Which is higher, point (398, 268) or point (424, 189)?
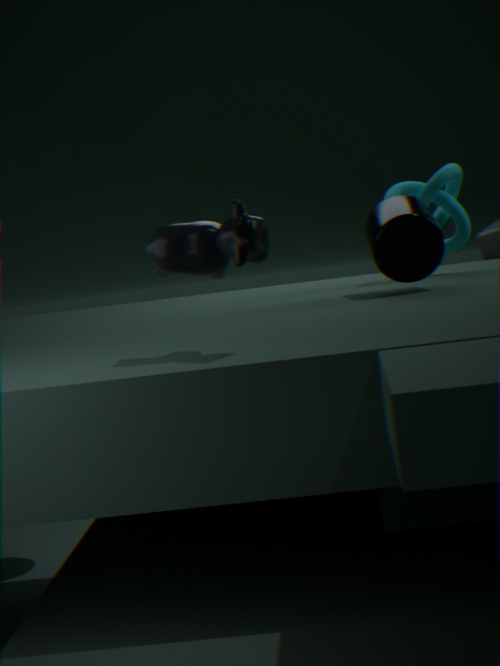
point (424, 189)
